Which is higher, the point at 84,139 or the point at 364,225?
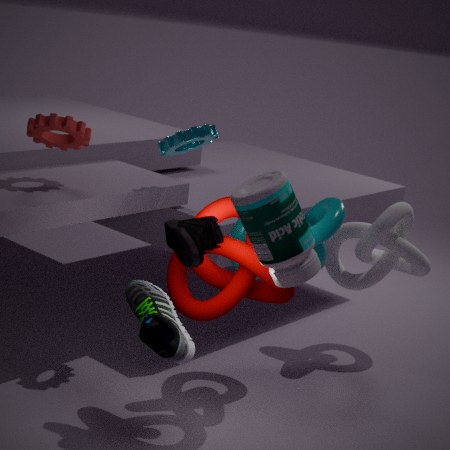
the point at 84,139
